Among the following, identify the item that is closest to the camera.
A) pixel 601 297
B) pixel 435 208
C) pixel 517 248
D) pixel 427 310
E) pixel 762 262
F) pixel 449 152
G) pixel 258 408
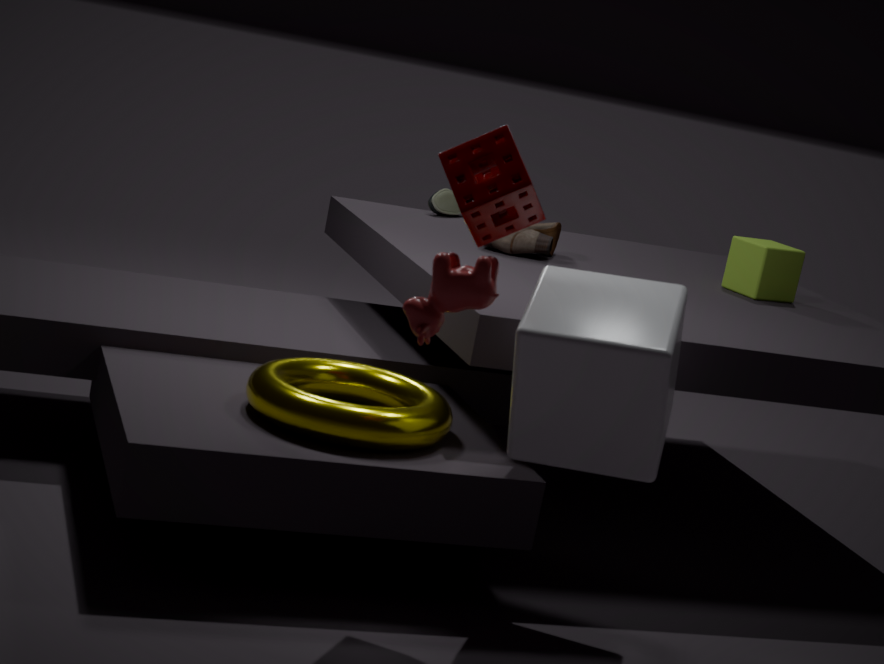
pixel 427 310
